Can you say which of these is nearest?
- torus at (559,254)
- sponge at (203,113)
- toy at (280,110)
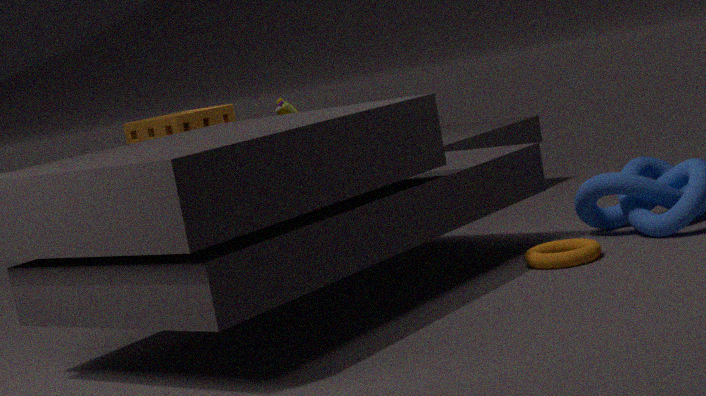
torus at (559,254)
